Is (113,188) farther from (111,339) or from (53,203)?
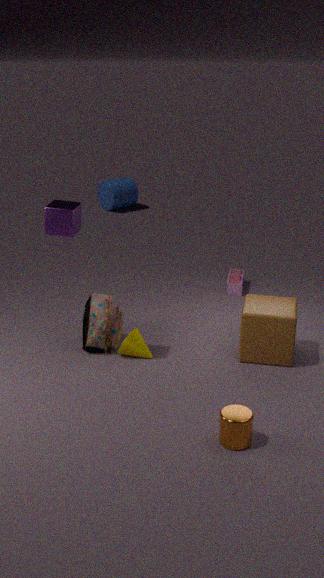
(53,203)
